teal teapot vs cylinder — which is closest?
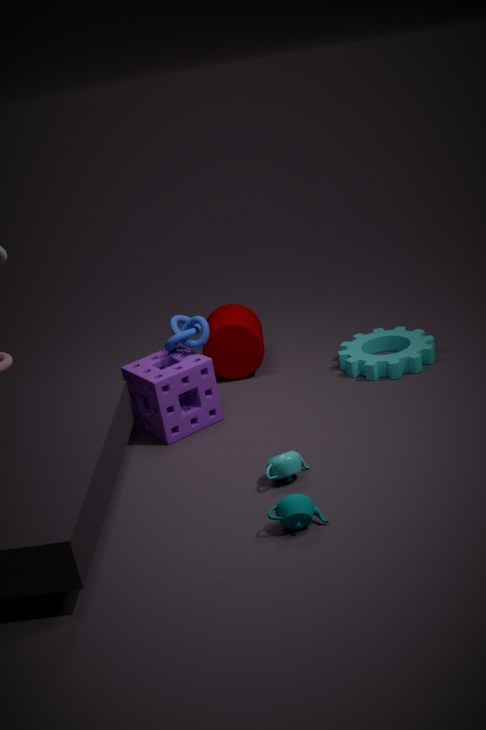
teal teapot
